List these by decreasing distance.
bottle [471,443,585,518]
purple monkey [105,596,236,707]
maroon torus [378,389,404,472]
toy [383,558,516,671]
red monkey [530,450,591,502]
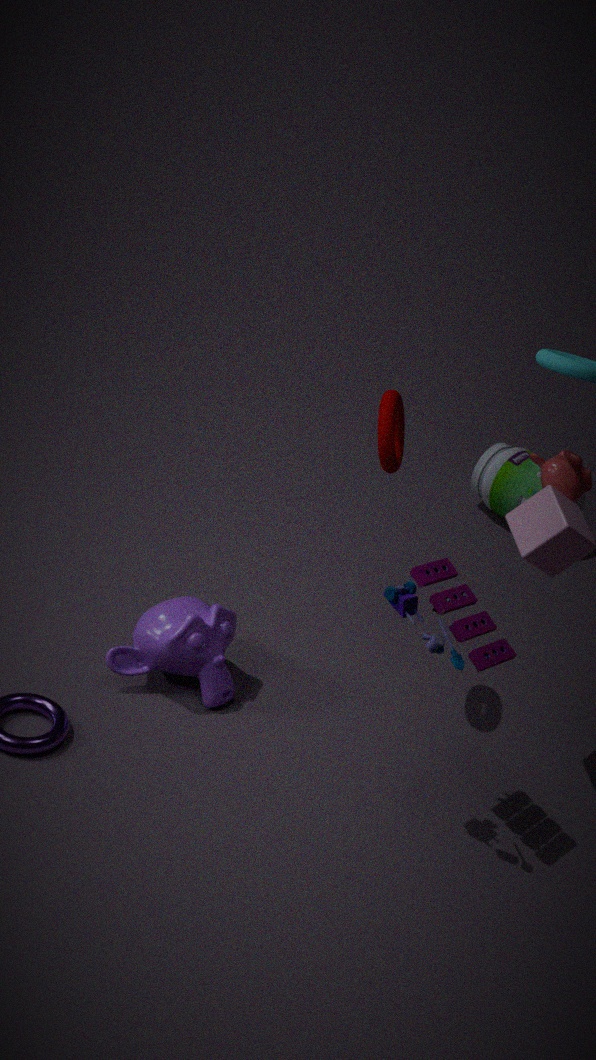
bottle [471,443,585,518]
purple monkey [105,596,236,707]
red monkey [530,450,591,502]
maroon torus [378,389,404,472]
toy [383,558,516,671]
